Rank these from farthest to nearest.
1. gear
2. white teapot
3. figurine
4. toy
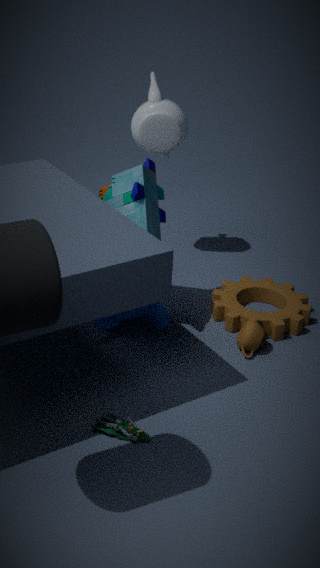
white teapot < gear < toy < figurine
